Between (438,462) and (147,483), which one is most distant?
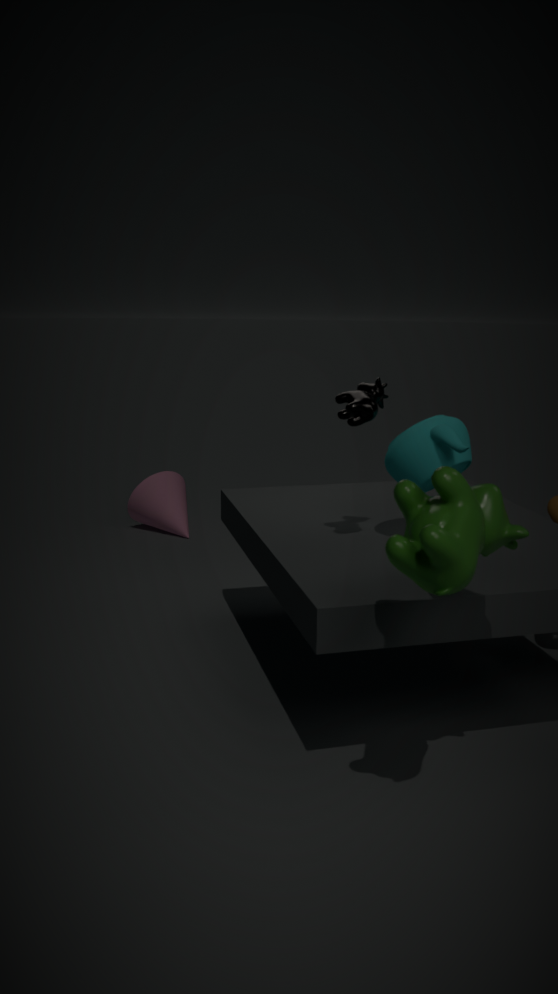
(147,483)
